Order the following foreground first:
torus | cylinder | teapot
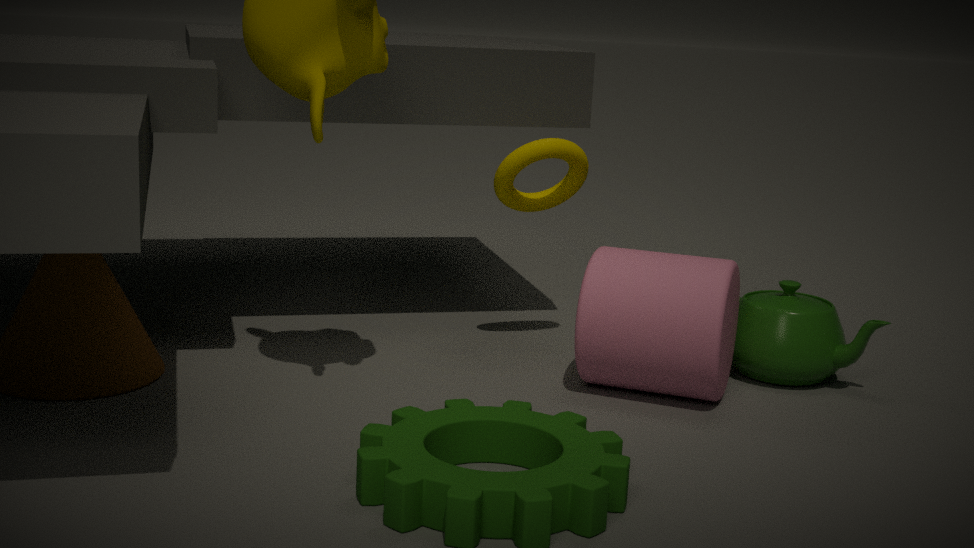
cylinder, teapot, torus
